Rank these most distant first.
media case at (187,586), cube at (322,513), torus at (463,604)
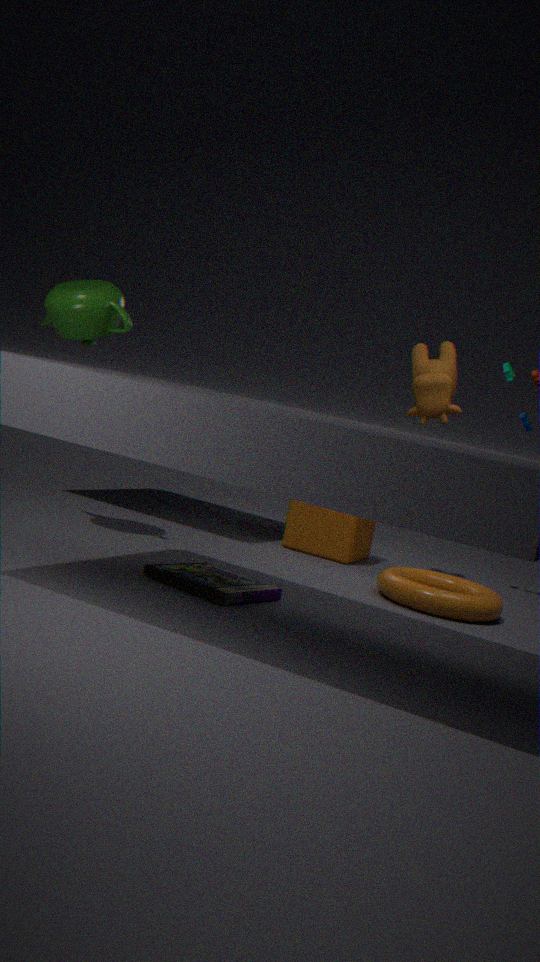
cube at (322,513) → torus at (463,604) → media case at (187,586)
